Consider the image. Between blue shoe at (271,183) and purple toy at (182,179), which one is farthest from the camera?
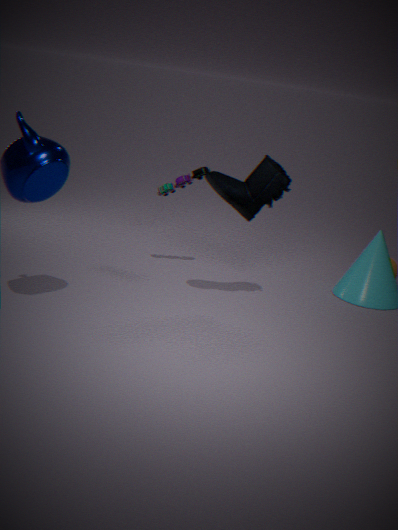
purple toy at (182,179)
